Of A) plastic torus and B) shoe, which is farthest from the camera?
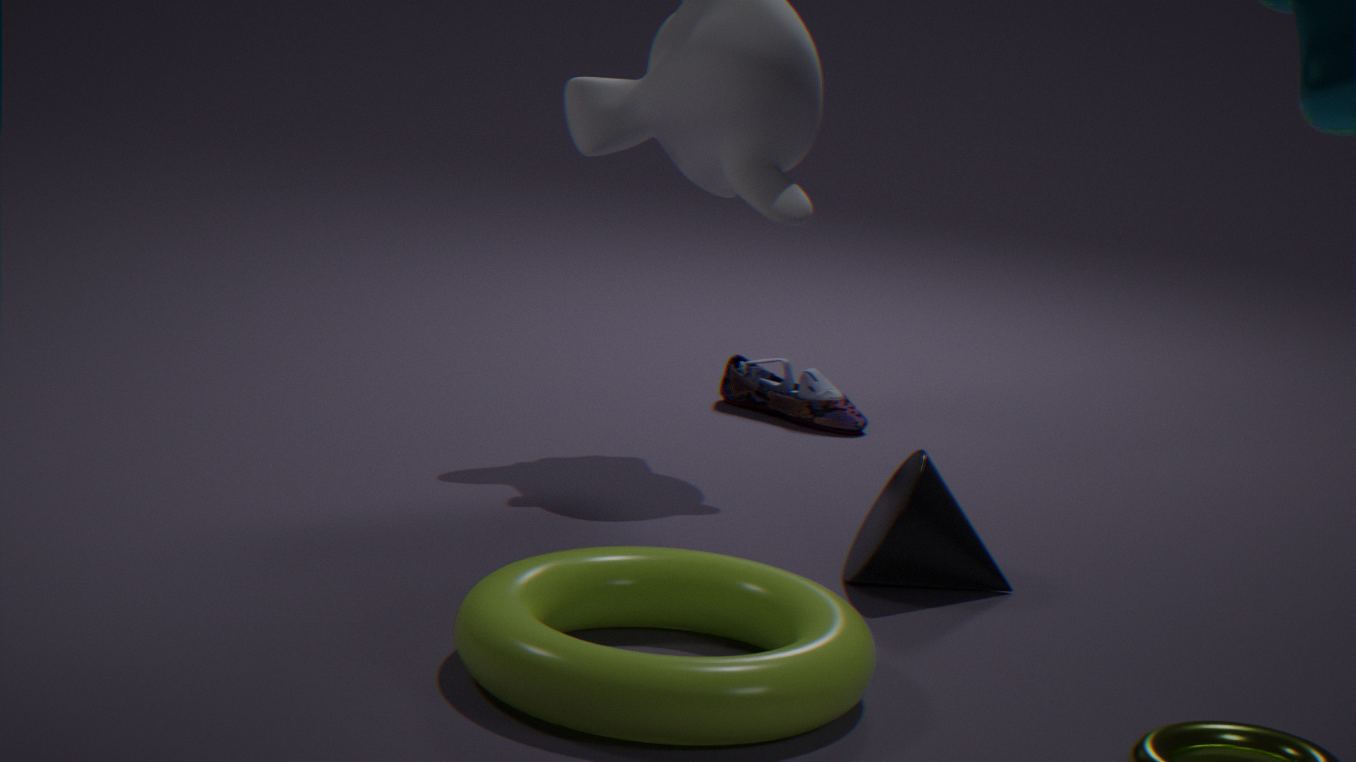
B. shoe
